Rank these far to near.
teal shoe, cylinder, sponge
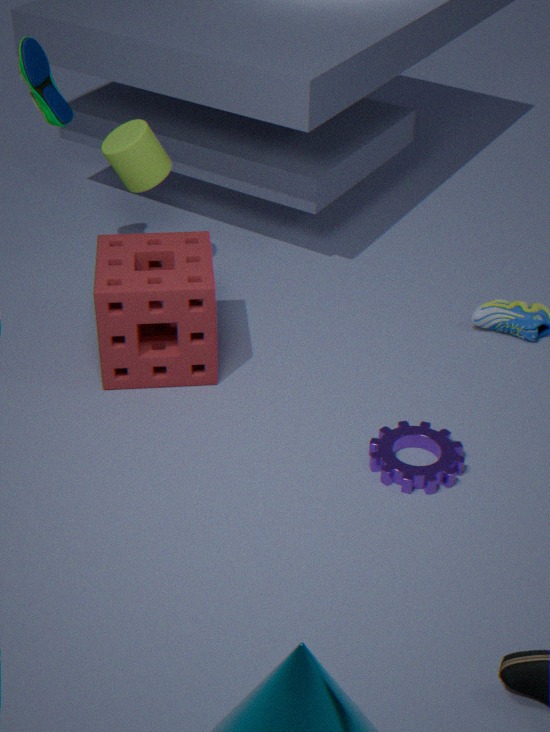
cylinder < teal shoe < sponge
